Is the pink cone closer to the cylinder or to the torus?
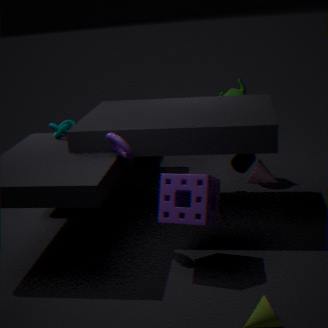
the cylinder
